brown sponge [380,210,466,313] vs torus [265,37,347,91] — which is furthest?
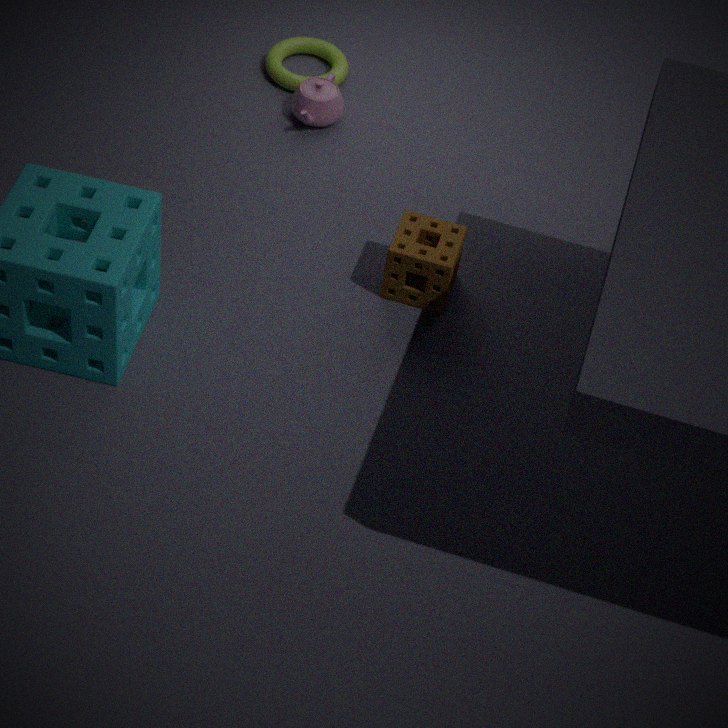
torus [265,37,347,91]
